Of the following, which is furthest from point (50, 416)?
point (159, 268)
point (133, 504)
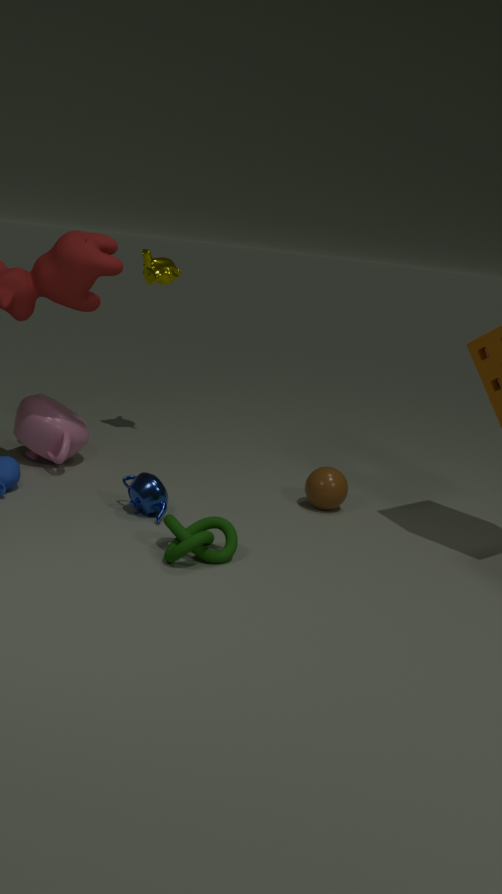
point (159, 268)
